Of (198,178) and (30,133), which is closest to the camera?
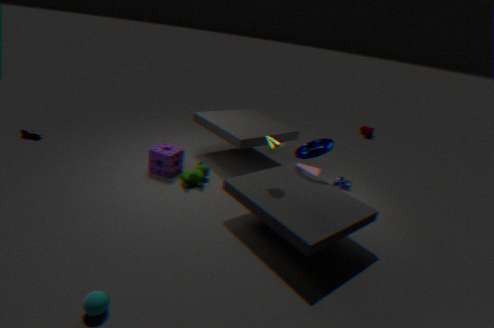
(198,178)
